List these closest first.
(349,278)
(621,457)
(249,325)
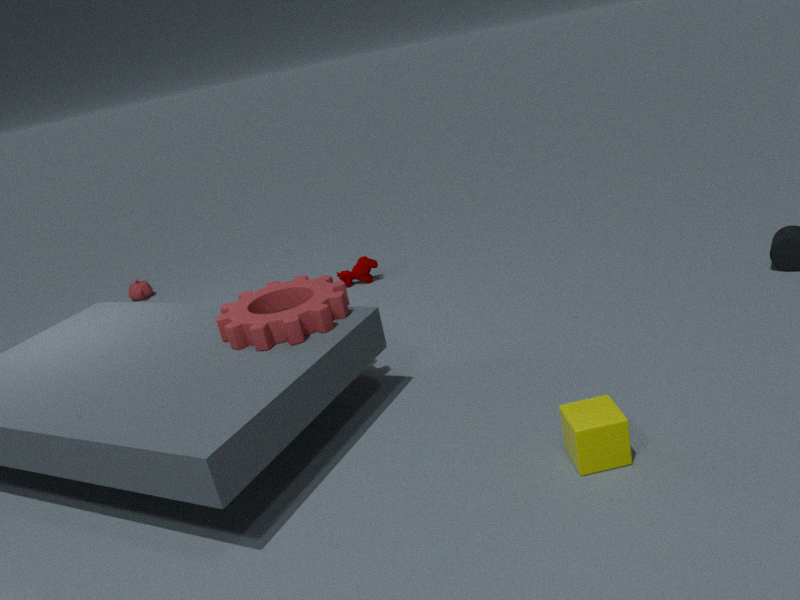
(621,457) < (249,325) < (349,278)
